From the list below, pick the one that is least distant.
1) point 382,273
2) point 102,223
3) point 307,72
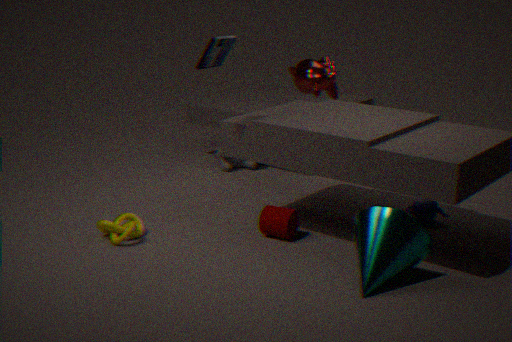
1. point 382,273
